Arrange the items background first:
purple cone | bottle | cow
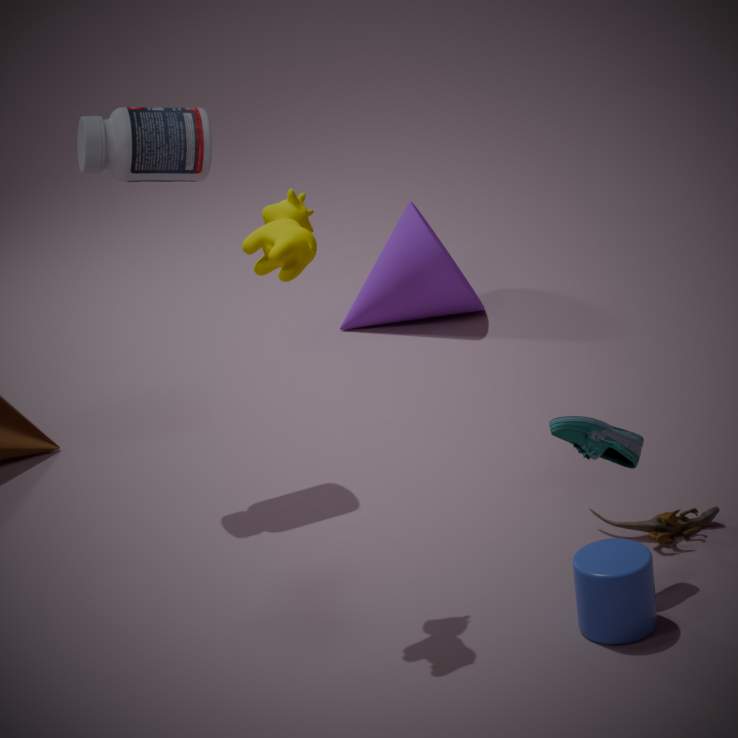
purple cone
bottle
cow
